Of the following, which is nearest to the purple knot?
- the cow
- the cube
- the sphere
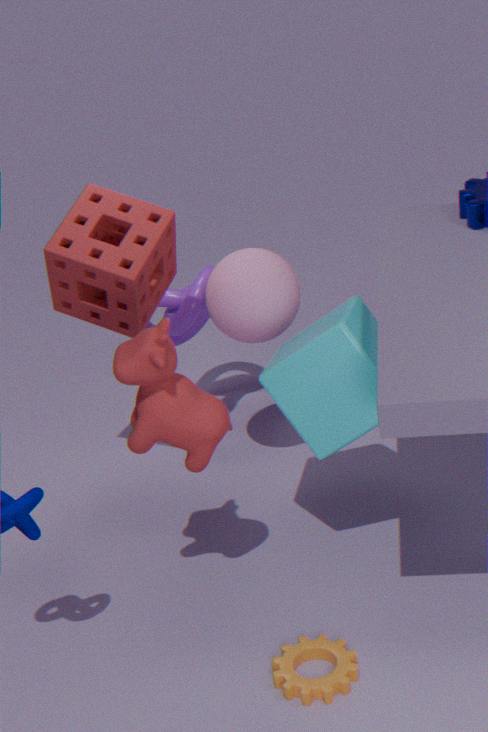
the sphere
